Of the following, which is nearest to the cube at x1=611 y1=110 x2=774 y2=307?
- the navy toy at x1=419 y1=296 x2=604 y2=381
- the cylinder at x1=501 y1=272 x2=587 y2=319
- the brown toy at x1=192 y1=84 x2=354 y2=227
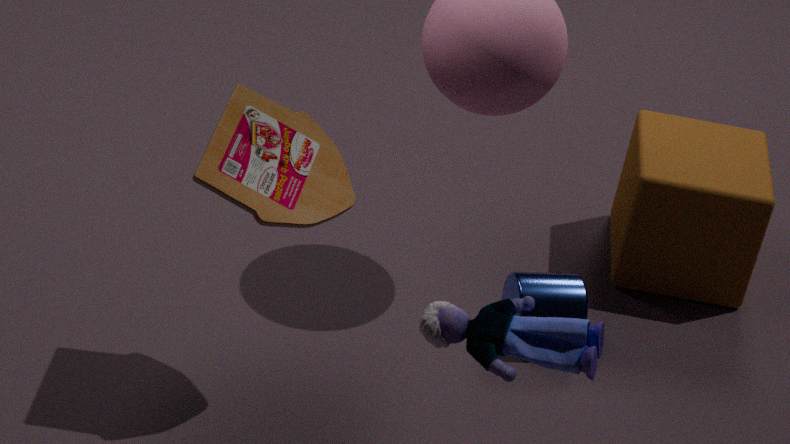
the cylinder at x1=501 y1=272 x2=587 y2=319
